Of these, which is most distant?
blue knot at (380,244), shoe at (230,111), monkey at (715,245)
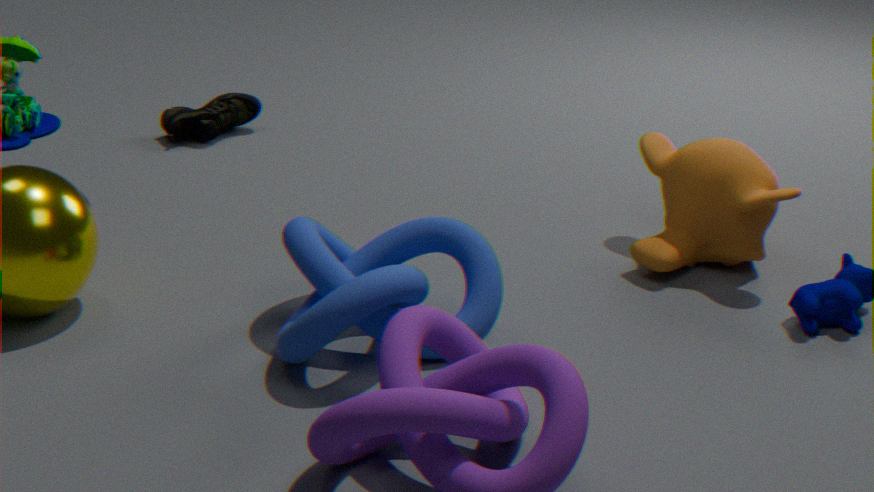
shoe at (230,111)
